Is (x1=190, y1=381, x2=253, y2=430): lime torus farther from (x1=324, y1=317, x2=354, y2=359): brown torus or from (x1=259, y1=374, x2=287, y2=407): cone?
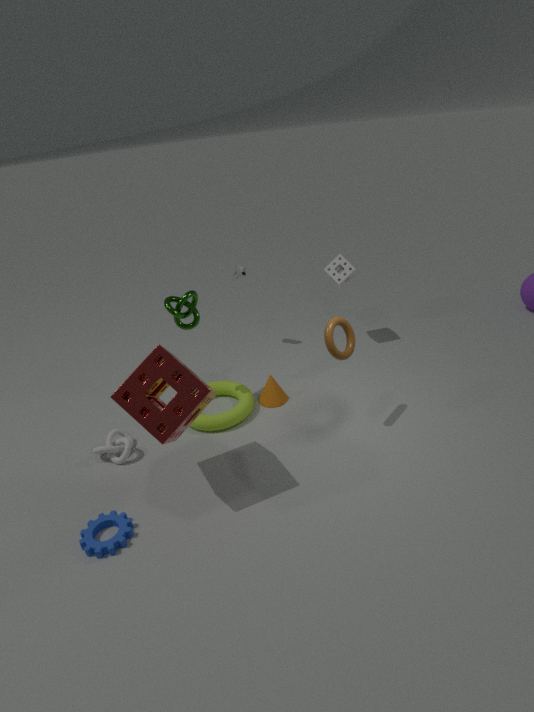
(x1=324, y1=317, x2=354, y2=359): brown torus
